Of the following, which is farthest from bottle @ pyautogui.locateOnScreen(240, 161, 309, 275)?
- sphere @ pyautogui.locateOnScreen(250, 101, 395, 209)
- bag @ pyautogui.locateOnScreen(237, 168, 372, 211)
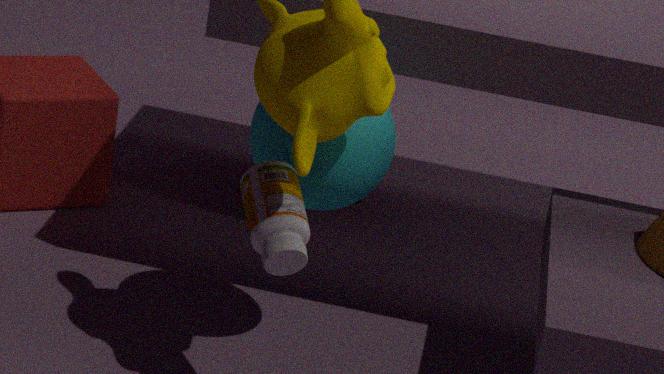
bag @ pyautogui.locateOnScreen(237, 168, 372, 211)
